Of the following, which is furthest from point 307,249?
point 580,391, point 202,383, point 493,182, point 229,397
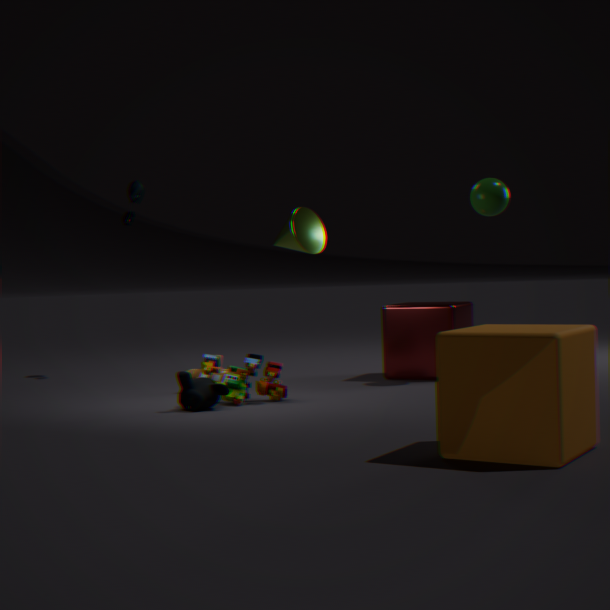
point 580,391
